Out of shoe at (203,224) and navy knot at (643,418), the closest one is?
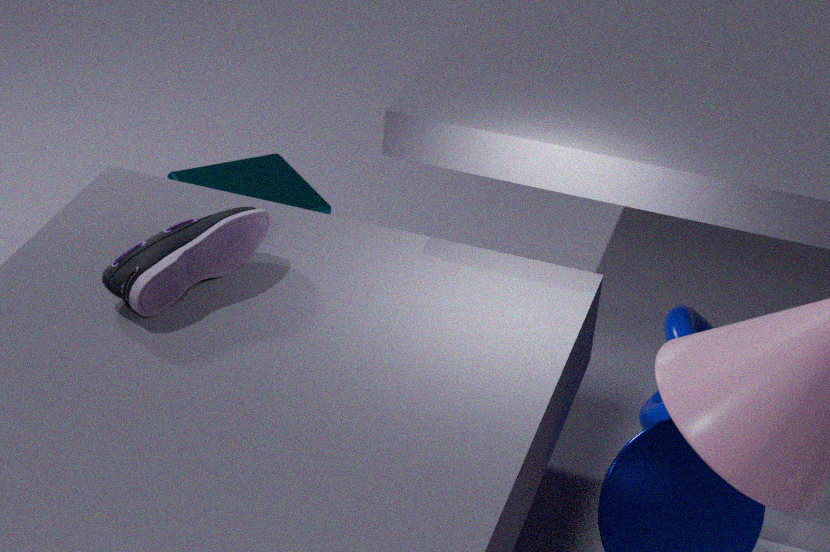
shoe at (203,224)
